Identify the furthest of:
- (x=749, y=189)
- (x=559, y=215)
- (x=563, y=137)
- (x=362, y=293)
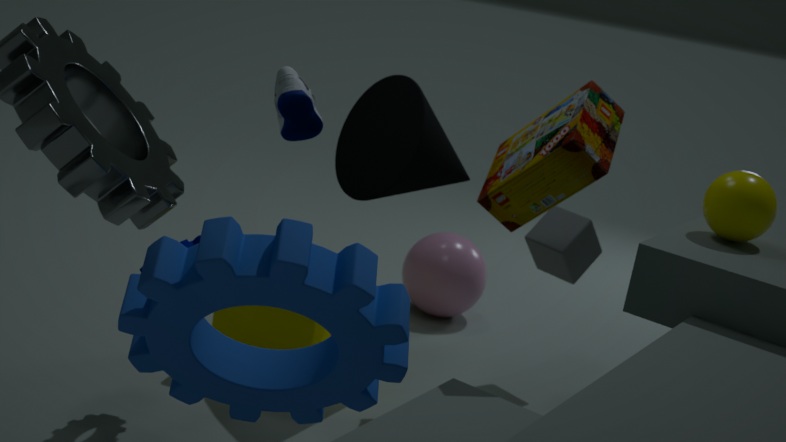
(x=559, y=215)
